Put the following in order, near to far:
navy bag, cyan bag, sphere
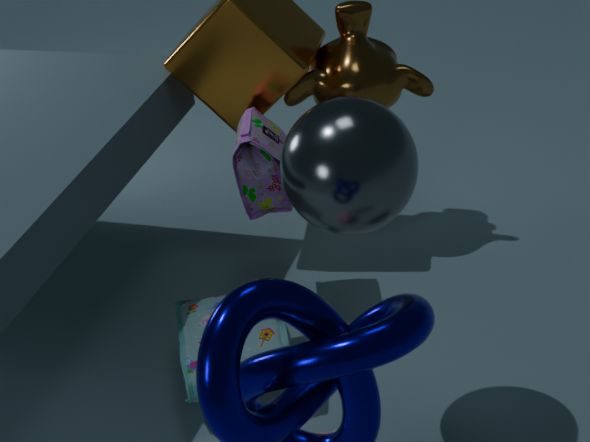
sphere, cyan bag, navy bag
